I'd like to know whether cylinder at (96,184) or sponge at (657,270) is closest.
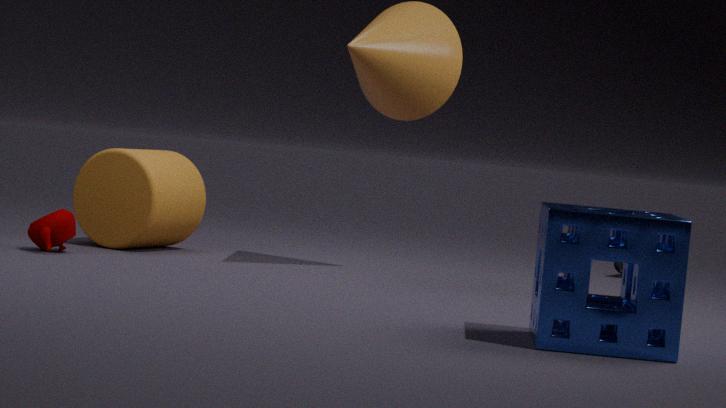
sponge at (657,270)
